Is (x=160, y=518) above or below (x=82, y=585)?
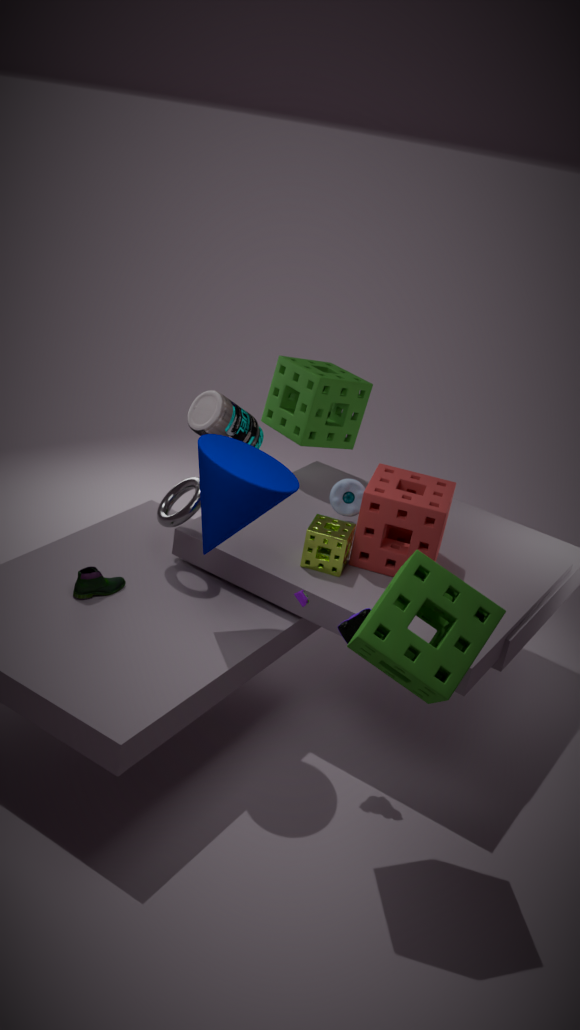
above
